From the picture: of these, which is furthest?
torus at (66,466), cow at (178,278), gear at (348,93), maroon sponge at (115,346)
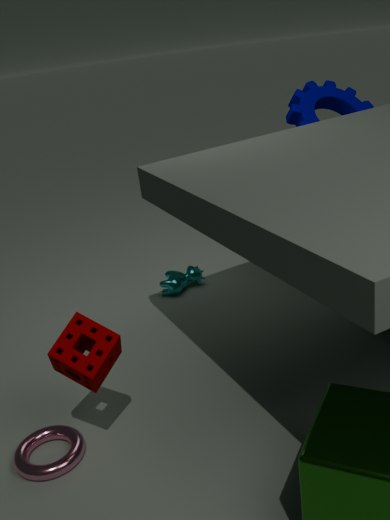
cow at (178,278)
